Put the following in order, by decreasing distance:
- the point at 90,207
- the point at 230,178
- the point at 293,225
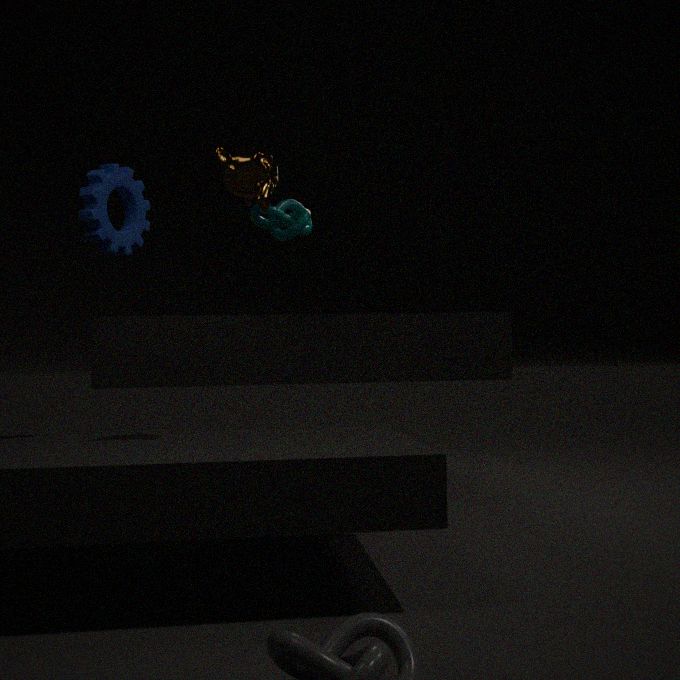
the point at 293,225 < the point at 90,207 < the point at 230,178
